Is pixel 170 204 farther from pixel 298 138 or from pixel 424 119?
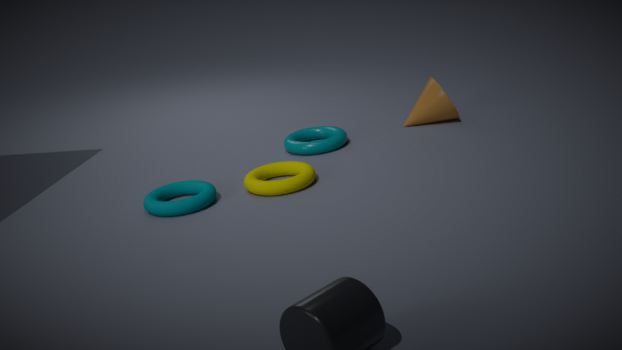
pixel 424 119
